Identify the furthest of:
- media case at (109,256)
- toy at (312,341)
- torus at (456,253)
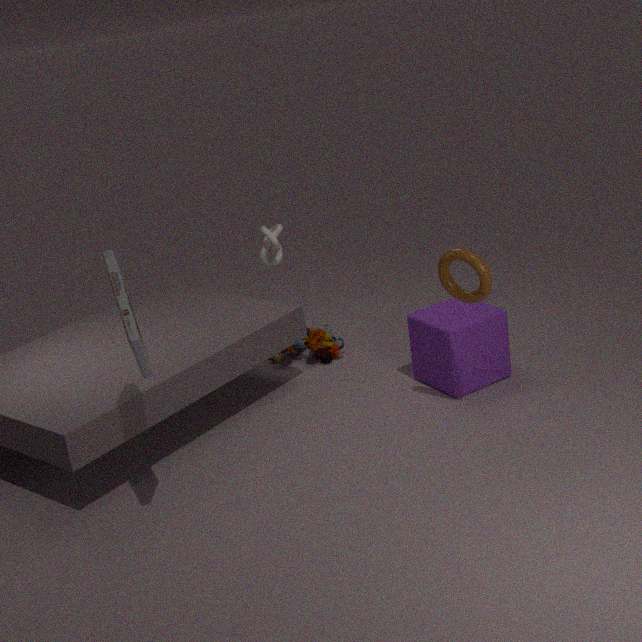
toy at (312,341)
